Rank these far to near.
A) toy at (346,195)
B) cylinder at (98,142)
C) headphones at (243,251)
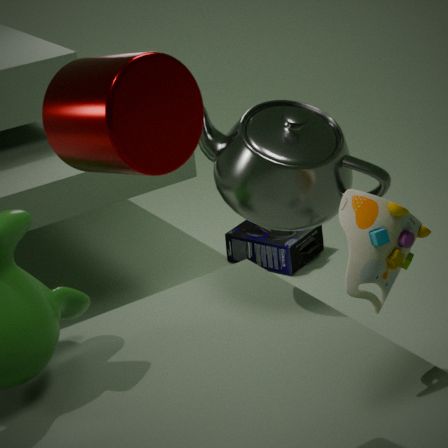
1. headphones at (243,251)
2. toy at (346,195)
3. cylinder at (98,142)
